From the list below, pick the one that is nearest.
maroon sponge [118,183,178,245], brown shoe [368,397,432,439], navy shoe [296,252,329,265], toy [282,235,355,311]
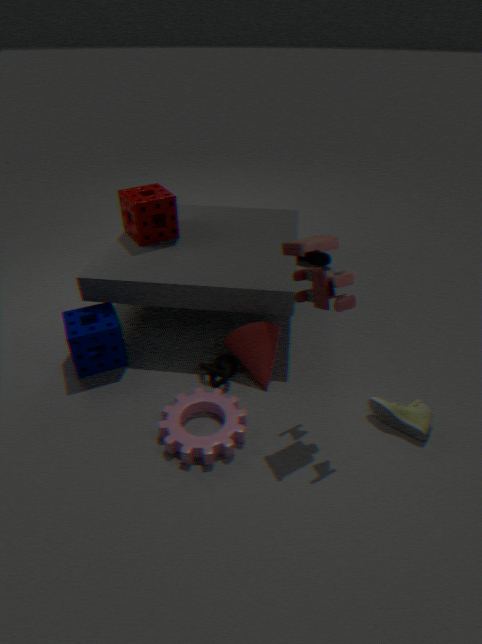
toy [282,235,355,311]
